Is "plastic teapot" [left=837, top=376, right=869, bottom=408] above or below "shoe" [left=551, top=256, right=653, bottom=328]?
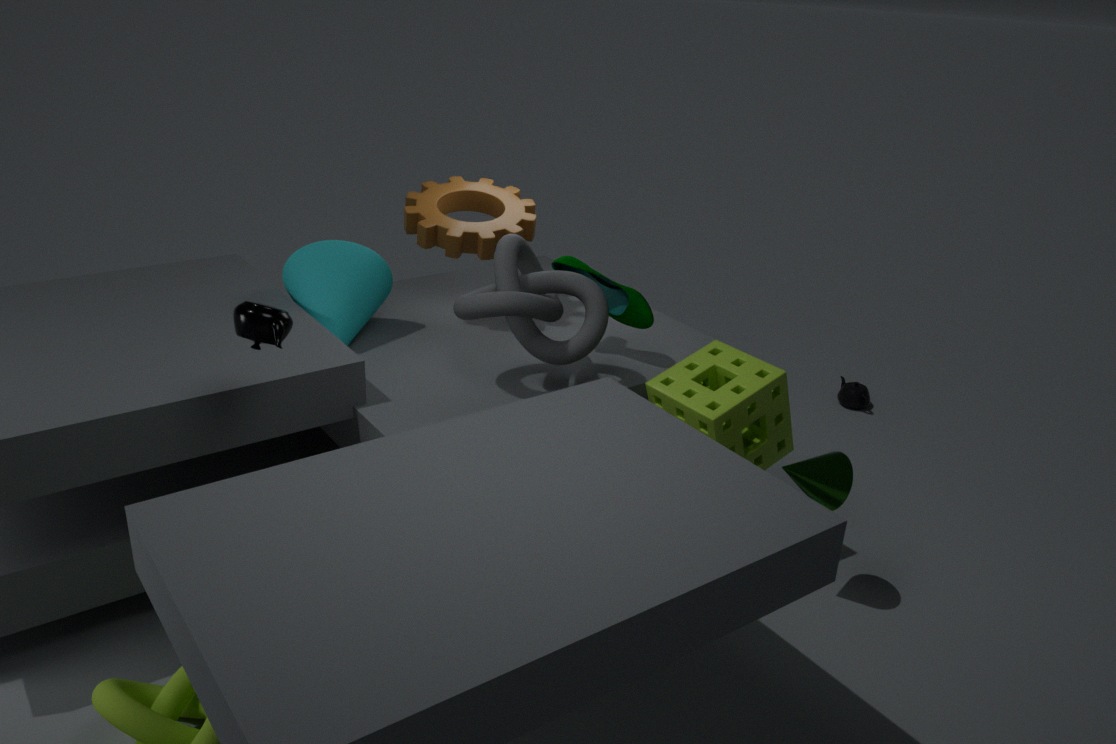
below
